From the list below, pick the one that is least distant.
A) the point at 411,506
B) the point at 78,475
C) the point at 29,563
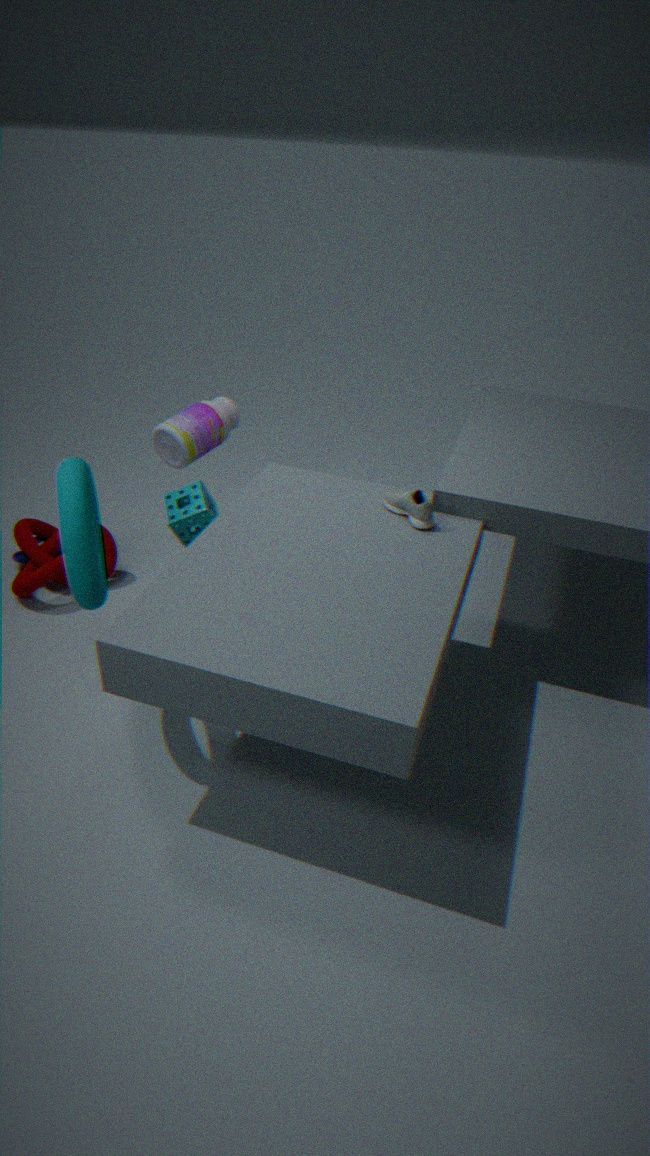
the point at 78,475
